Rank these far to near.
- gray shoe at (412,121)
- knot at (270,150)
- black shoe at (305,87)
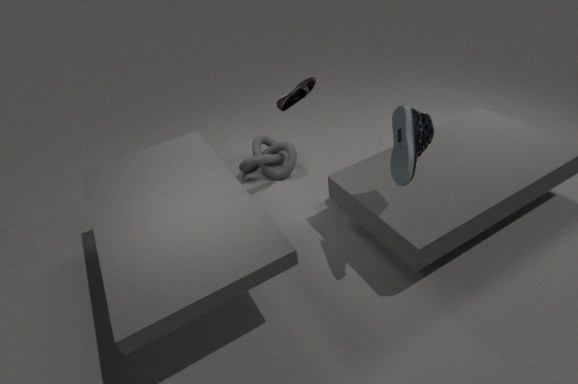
knot at (270,150), black shoe at (305,87), gray shoe at (412,121)
